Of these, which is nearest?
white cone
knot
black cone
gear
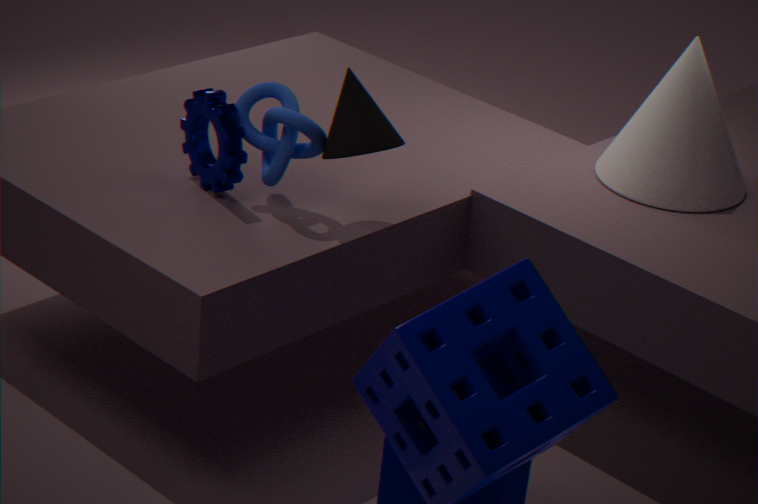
black cone
